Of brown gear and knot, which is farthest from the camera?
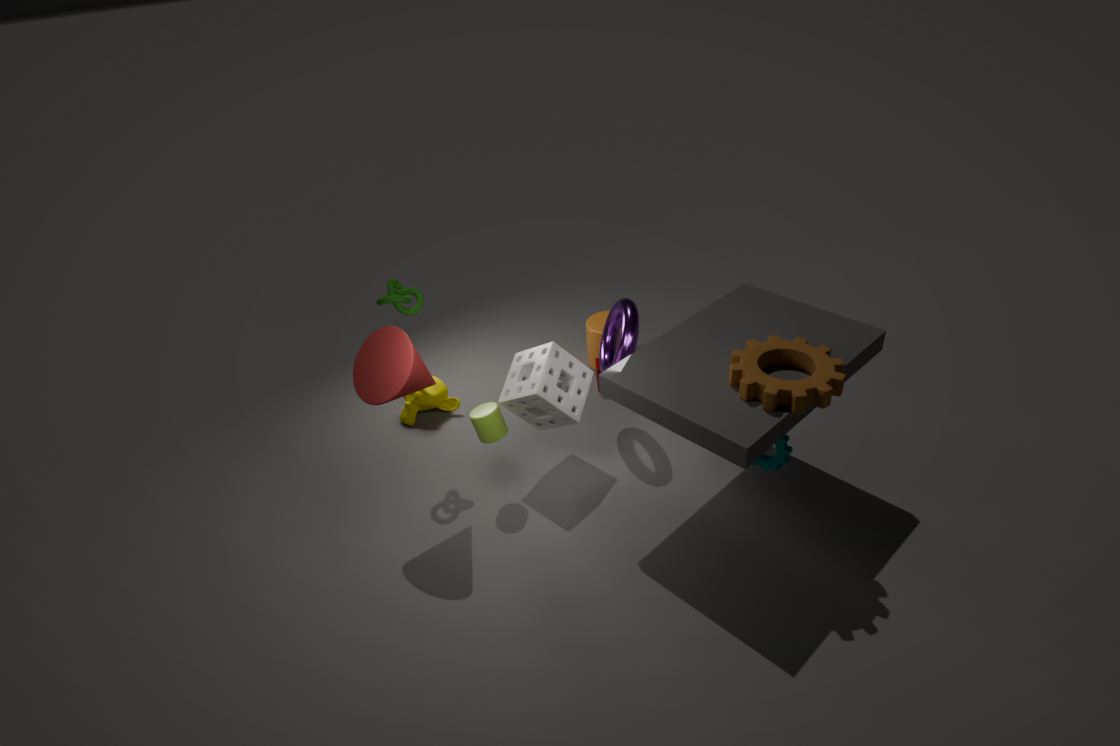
knot
